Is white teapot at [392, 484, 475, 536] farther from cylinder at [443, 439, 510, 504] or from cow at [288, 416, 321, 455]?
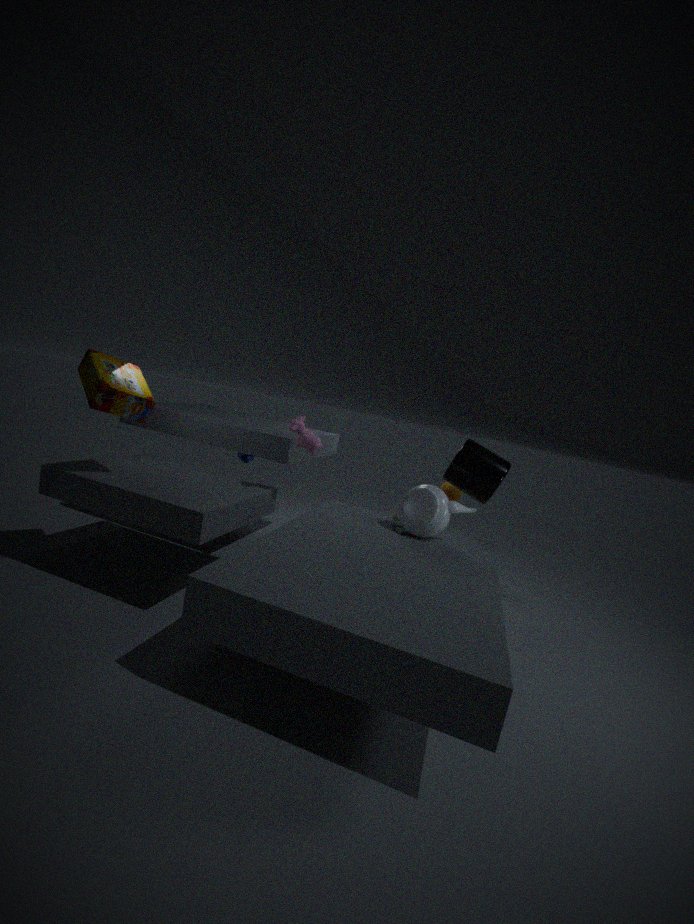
cow at [288, 416, 321, 455]
